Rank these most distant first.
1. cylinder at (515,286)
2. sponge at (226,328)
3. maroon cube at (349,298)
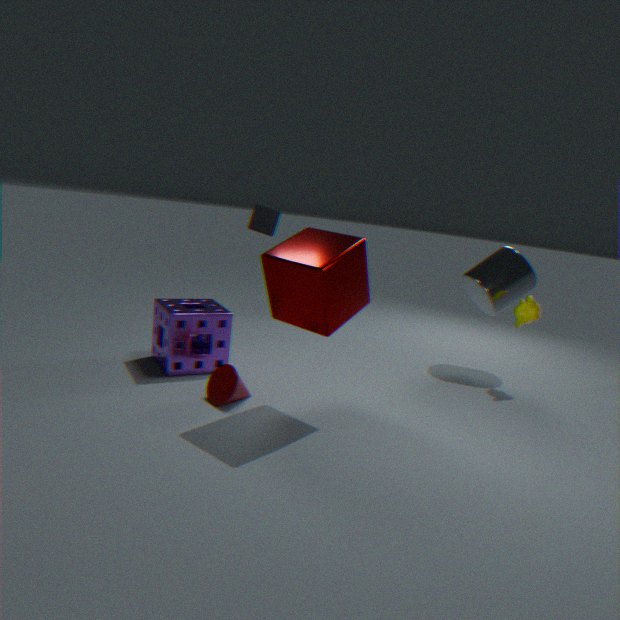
cylinder at (515,286) < sponge at (226,328) < maroon cube at (349,298)
